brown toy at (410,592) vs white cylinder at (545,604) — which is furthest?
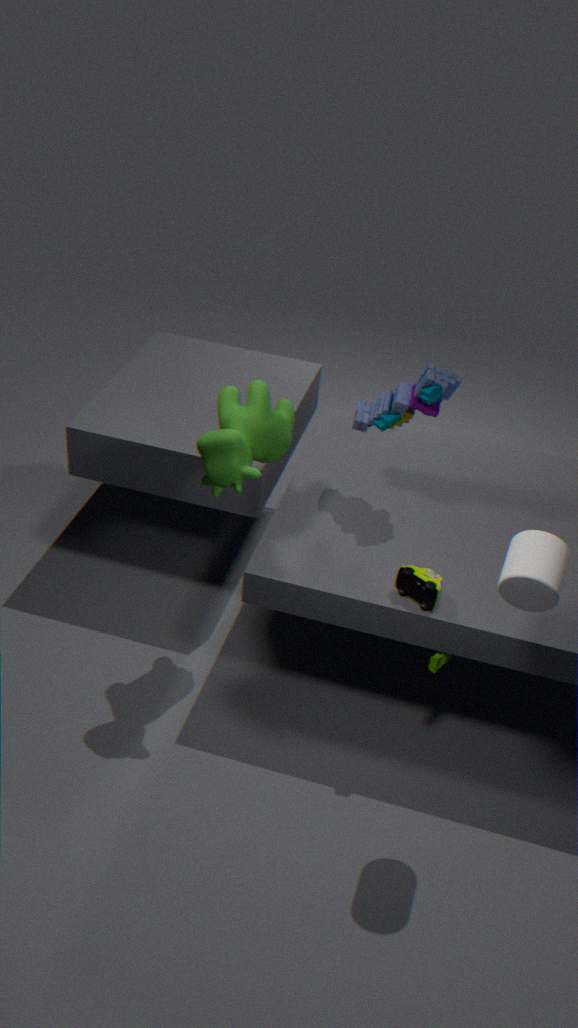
brown toy at (410,592)
